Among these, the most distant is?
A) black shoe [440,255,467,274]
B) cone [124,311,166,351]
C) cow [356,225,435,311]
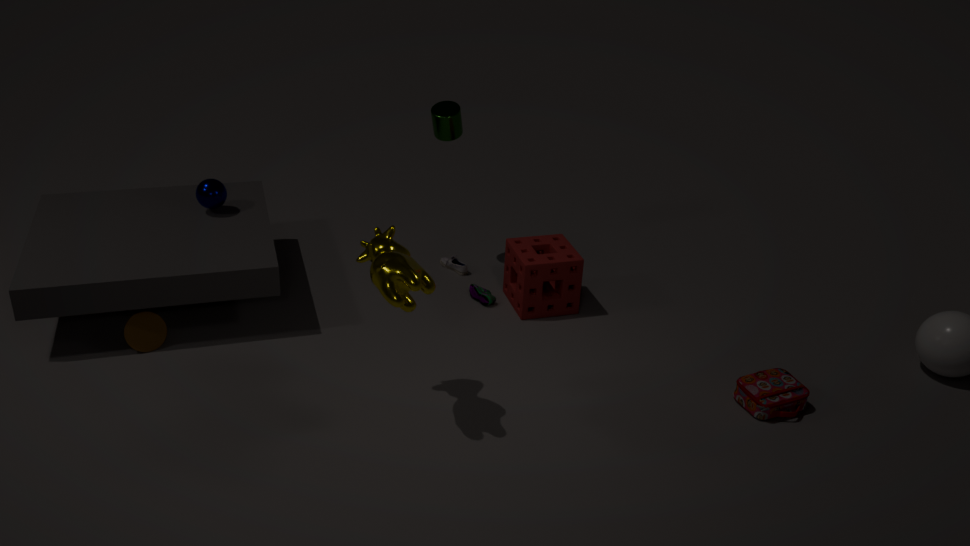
black shoe [440,255,467,274]
